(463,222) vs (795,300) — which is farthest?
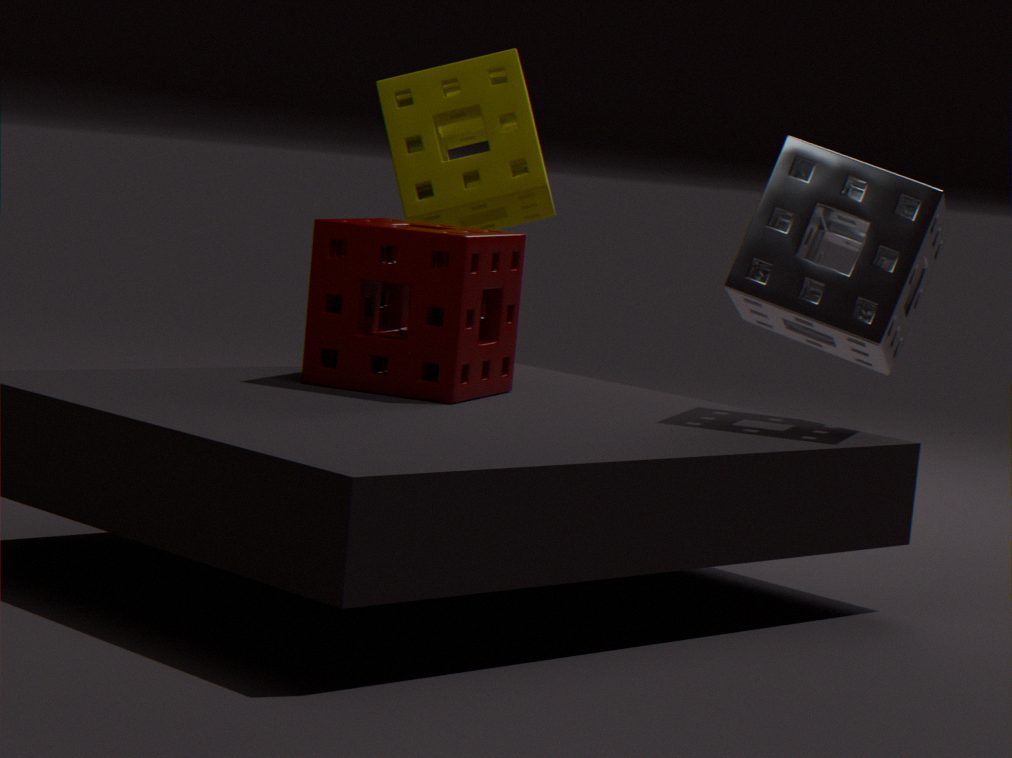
(463,222)
